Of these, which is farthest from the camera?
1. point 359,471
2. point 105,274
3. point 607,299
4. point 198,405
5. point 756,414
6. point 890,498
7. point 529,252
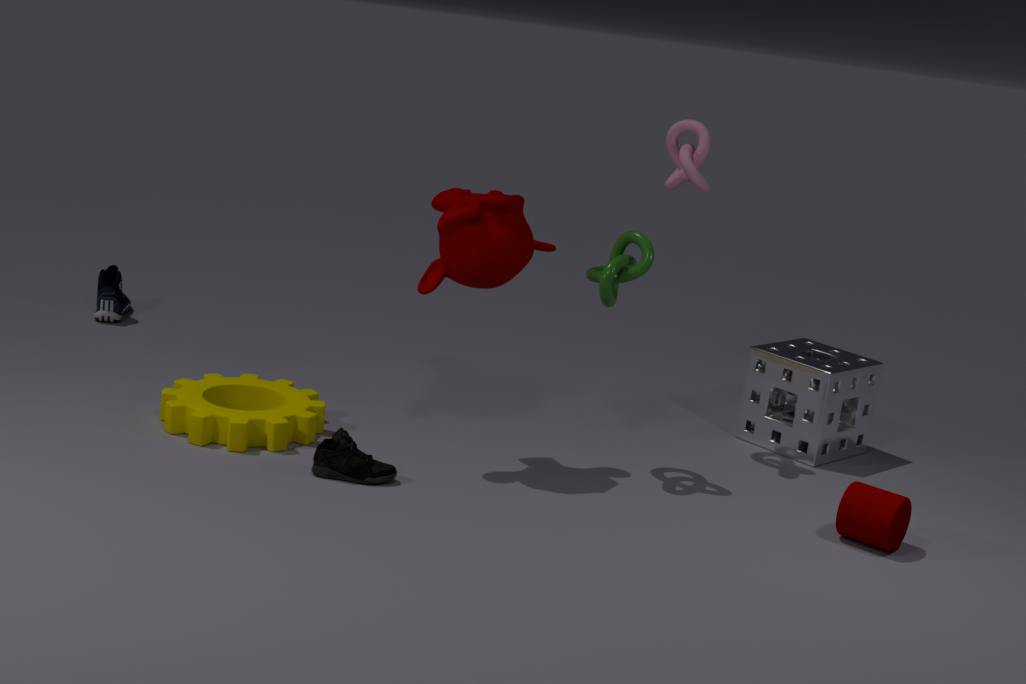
point 105,274
